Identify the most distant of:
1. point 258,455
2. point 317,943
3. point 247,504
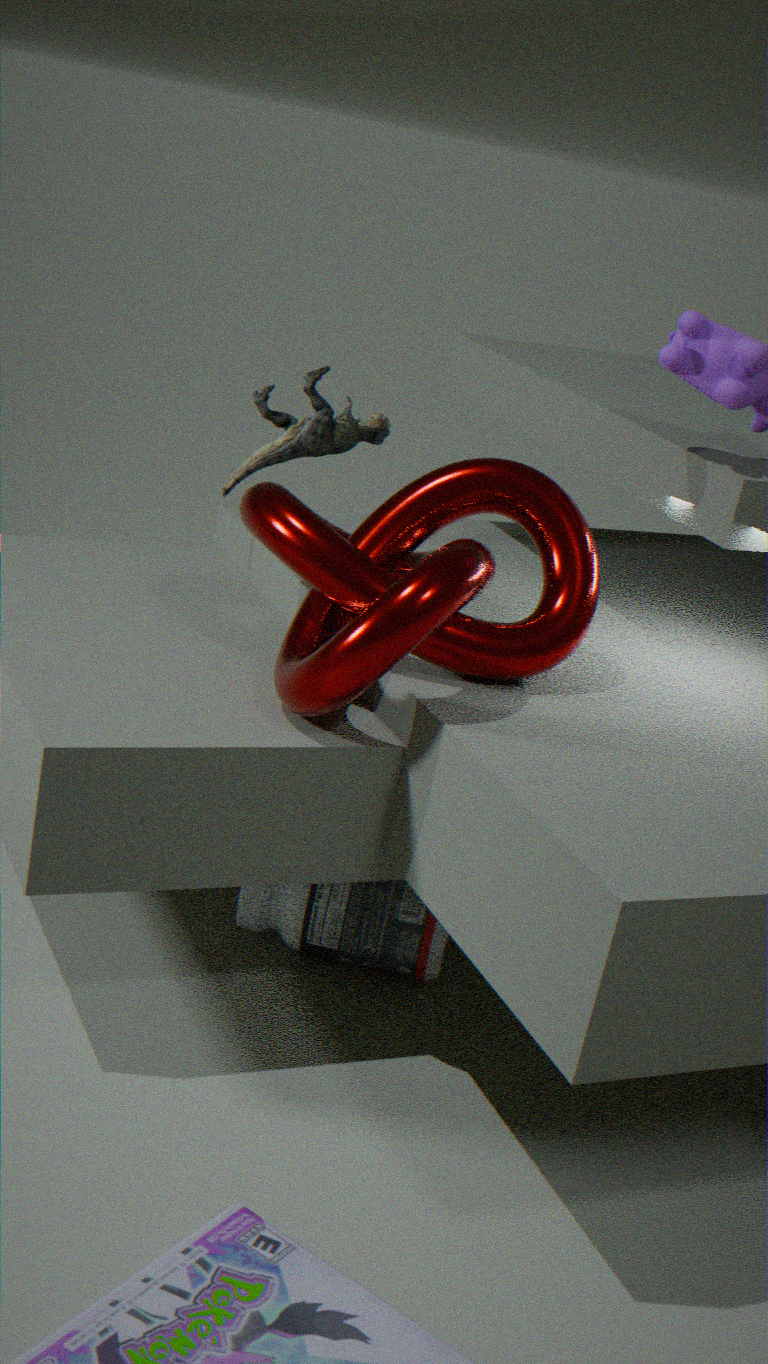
point 258,455
